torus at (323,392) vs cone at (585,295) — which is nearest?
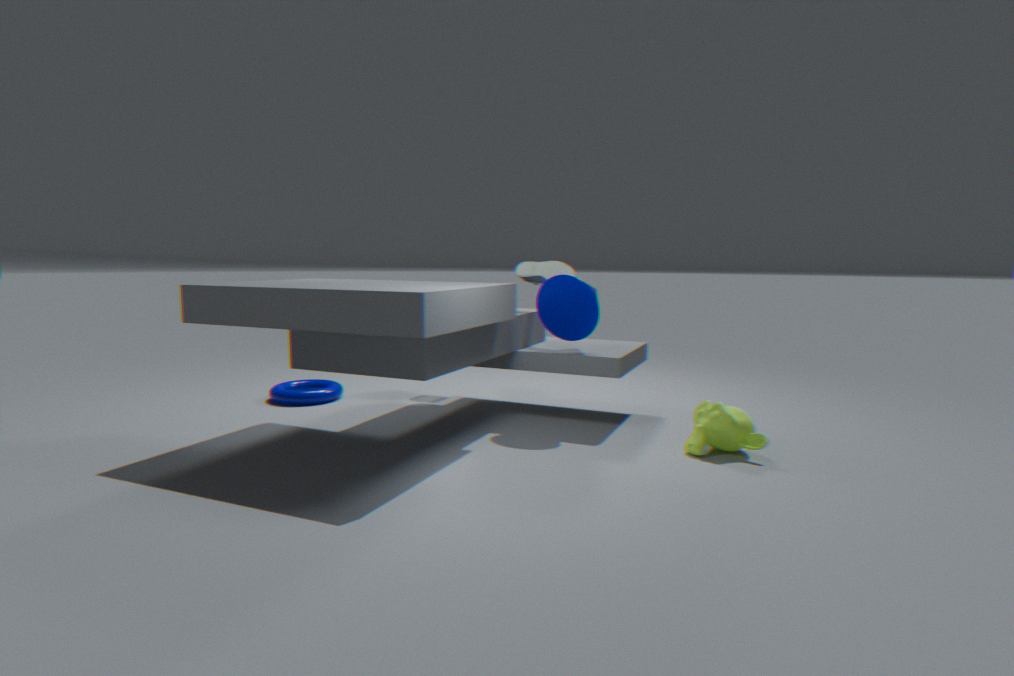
cone at (585,295)
